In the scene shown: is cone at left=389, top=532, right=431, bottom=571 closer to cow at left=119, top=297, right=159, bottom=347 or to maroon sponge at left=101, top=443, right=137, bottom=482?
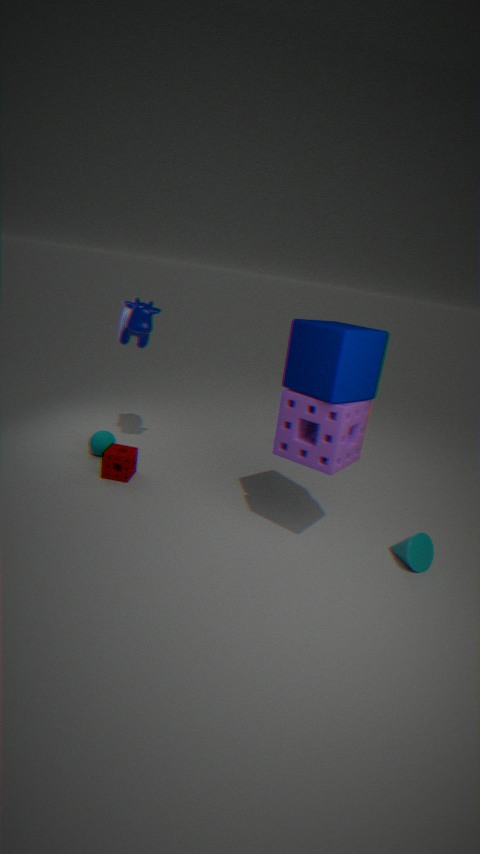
maroon sponge at left=101, top=443, right=137, bottom=482
